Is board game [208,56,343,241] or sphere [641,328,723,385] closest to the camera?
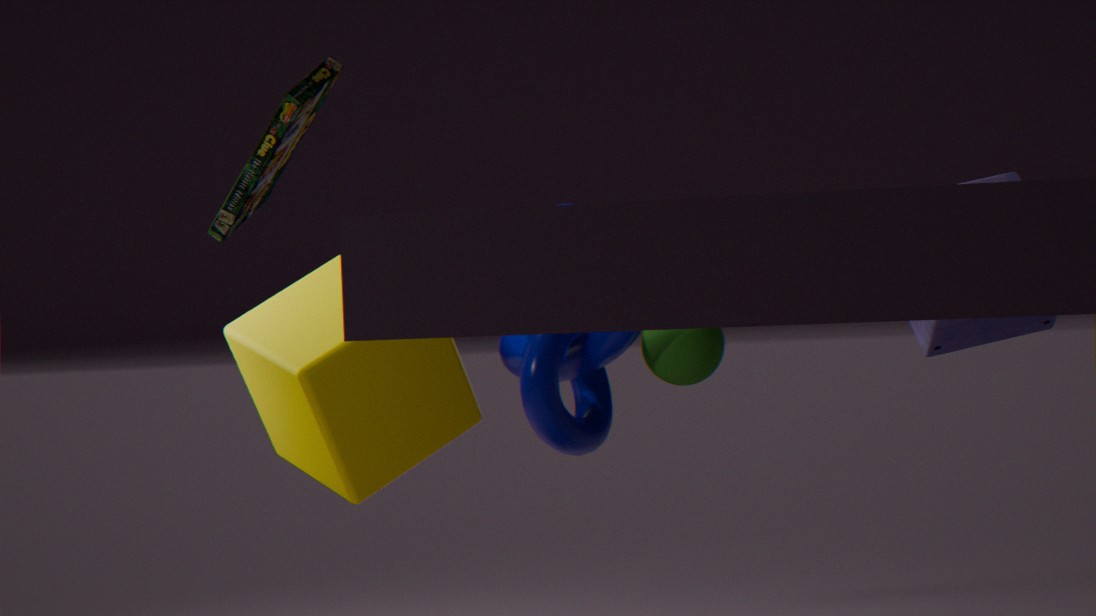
board game [208,56,343,241]
